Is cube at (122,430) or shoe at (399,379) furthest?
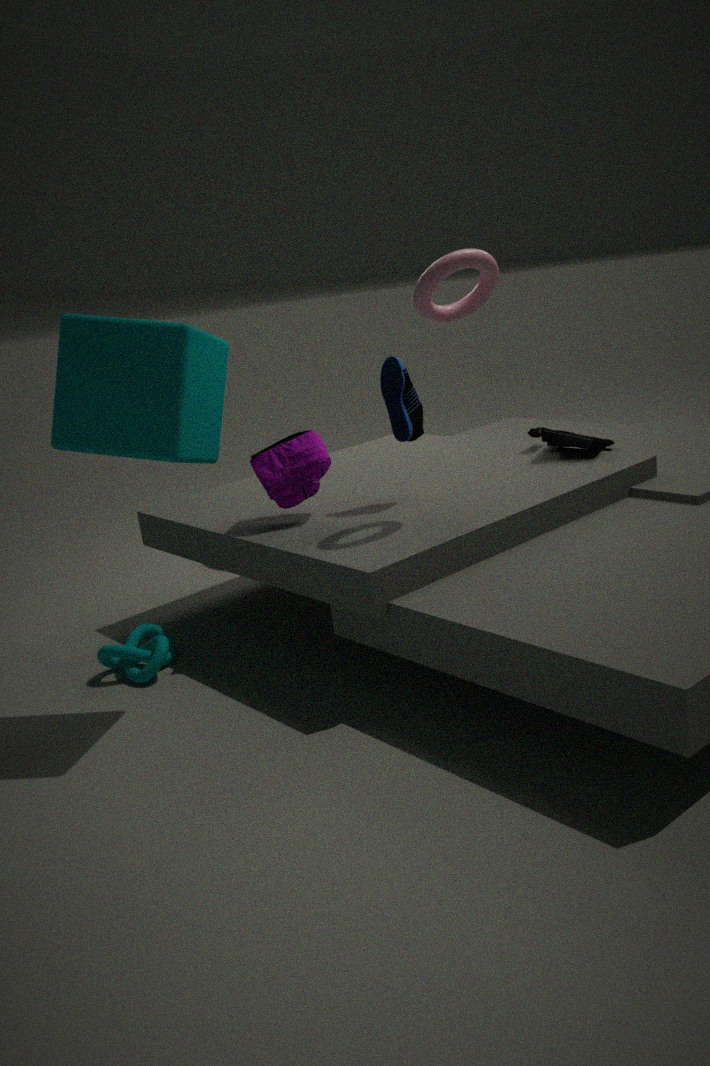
shoe at (399,379)
